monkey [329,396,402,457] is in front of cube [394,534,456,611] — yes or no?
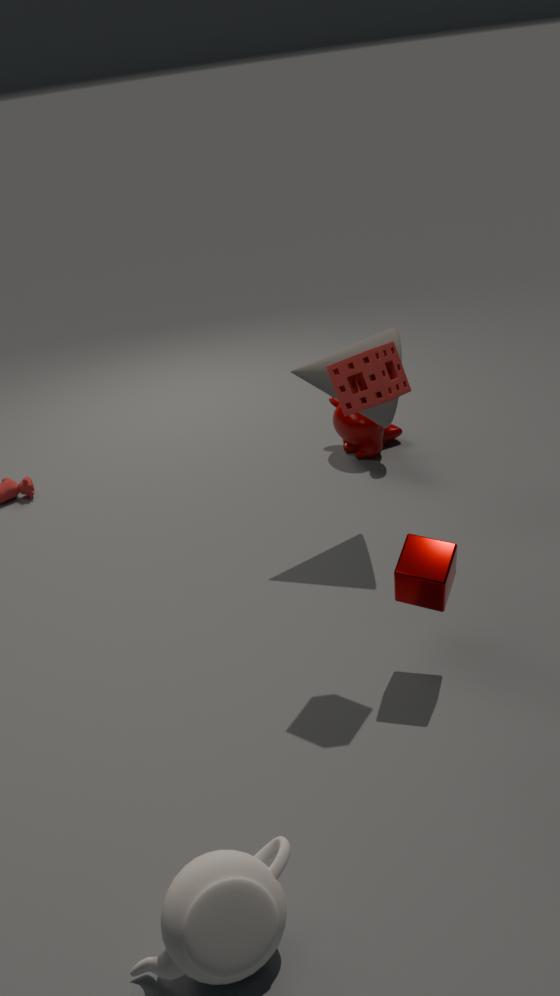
No
